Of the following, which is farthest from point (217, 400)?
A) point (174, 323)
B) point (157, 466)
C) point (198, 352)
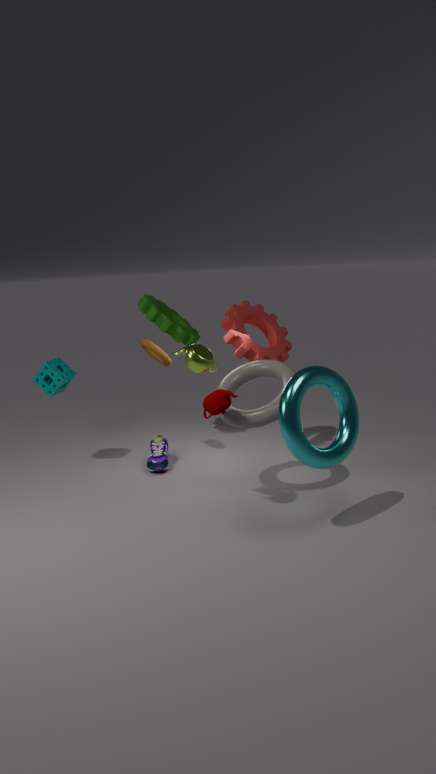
point (174, 323)
